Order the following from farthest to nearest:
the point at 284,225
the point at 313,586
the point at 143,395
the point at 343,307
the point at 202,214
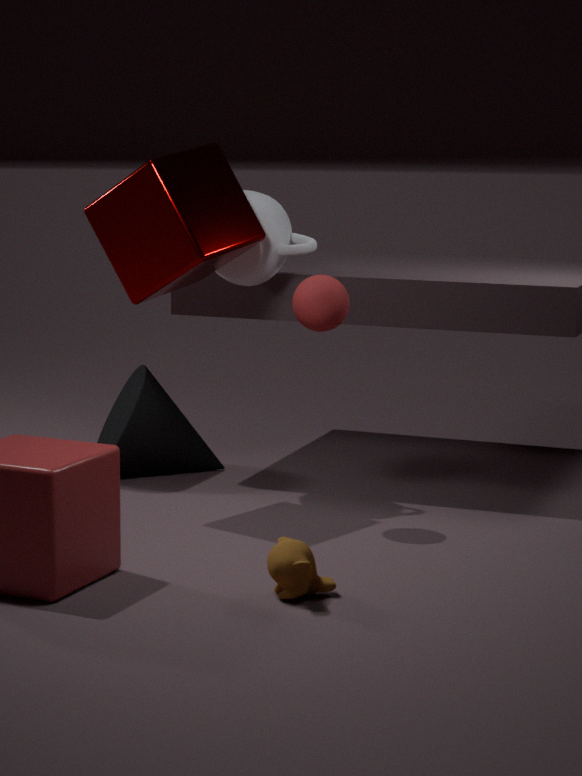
1. the point at 143,395
2. the point at 284,225
3. the point at 202,214
4. the point at 343,307
5. the point at 313,586
